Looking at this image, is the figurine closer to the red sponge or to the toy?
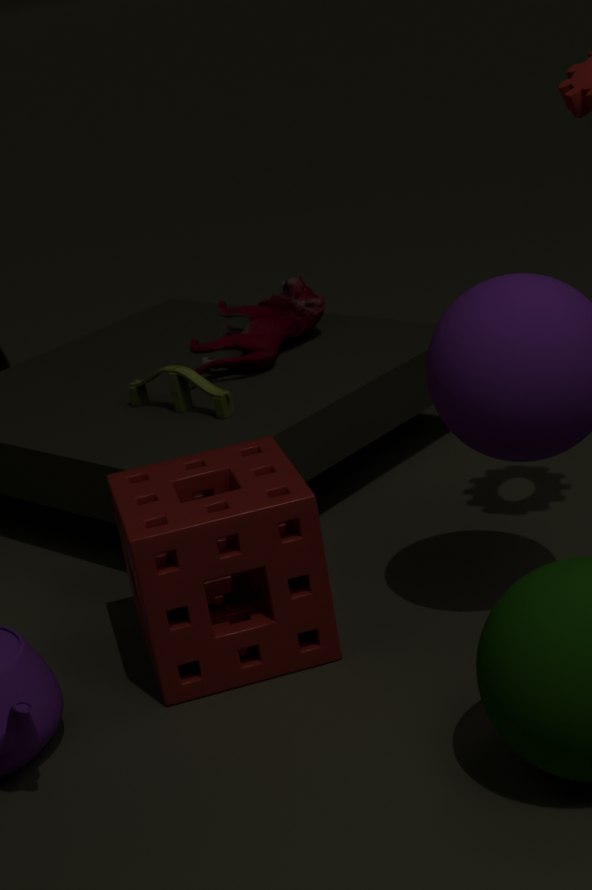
the toy
